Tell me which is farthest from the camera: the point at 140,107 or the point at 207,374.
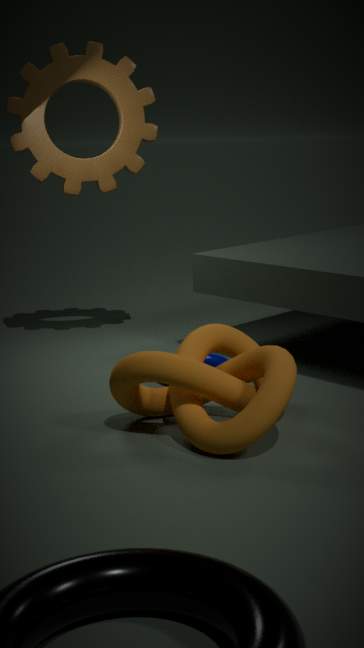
the point at 140,107
